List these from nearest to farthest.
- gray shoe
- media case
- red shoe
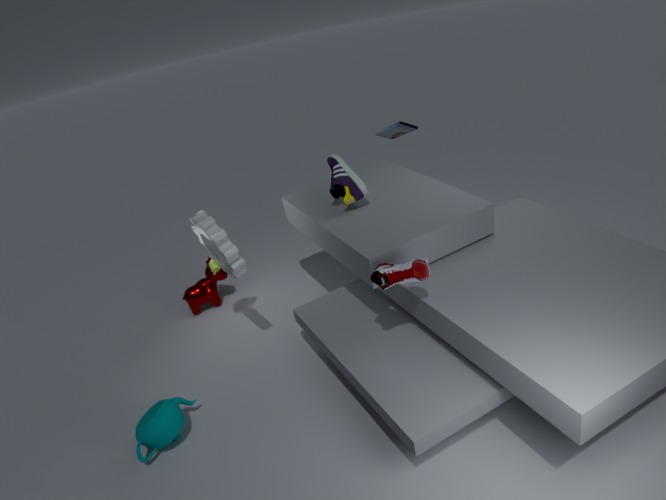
red shoe < gray shoe < media case
